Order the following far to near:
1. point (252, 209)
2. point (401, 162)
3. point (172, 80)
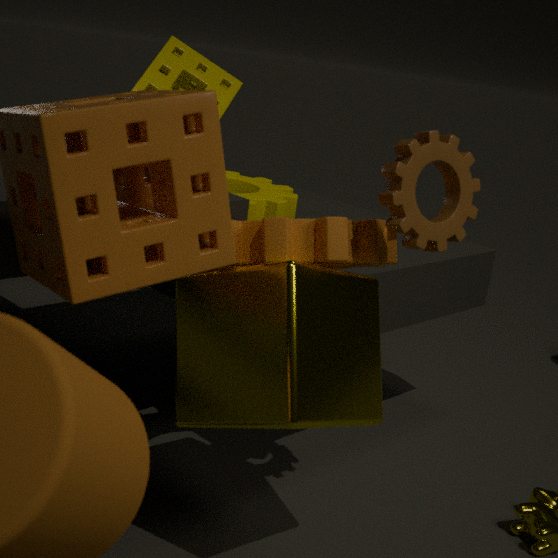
point (172, 80) → point (252, 209) → point (401, 162)
